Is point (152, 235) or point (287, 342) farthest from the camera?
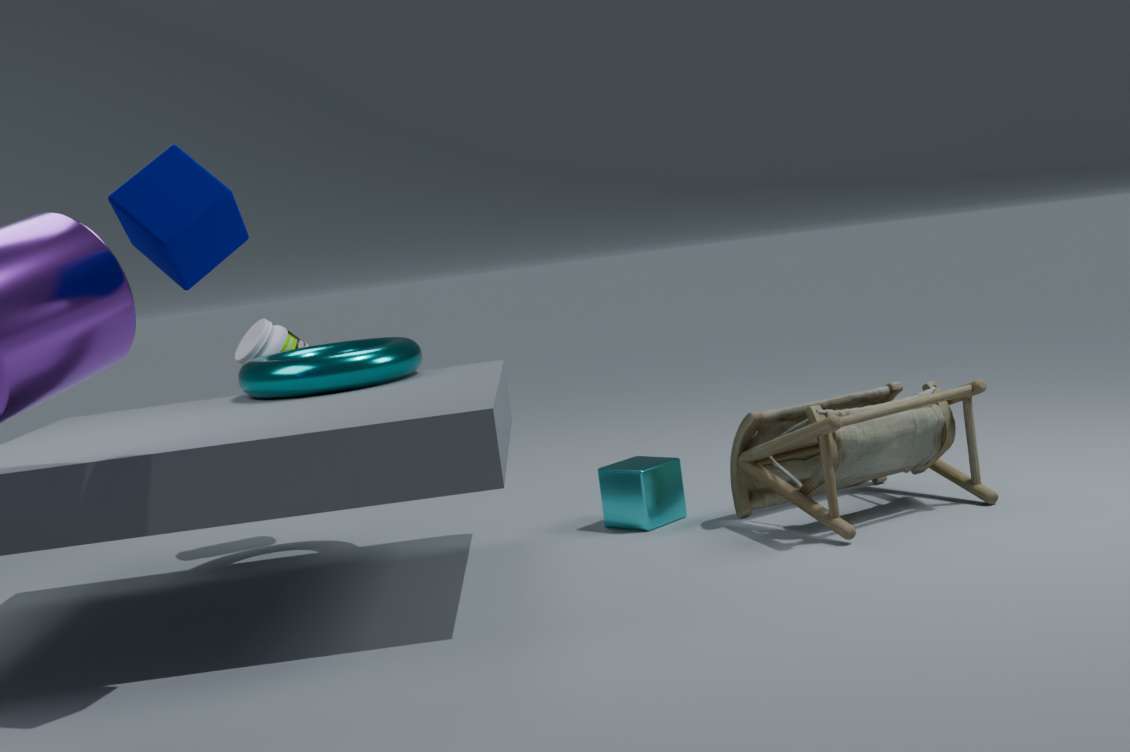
point (287, 342)
